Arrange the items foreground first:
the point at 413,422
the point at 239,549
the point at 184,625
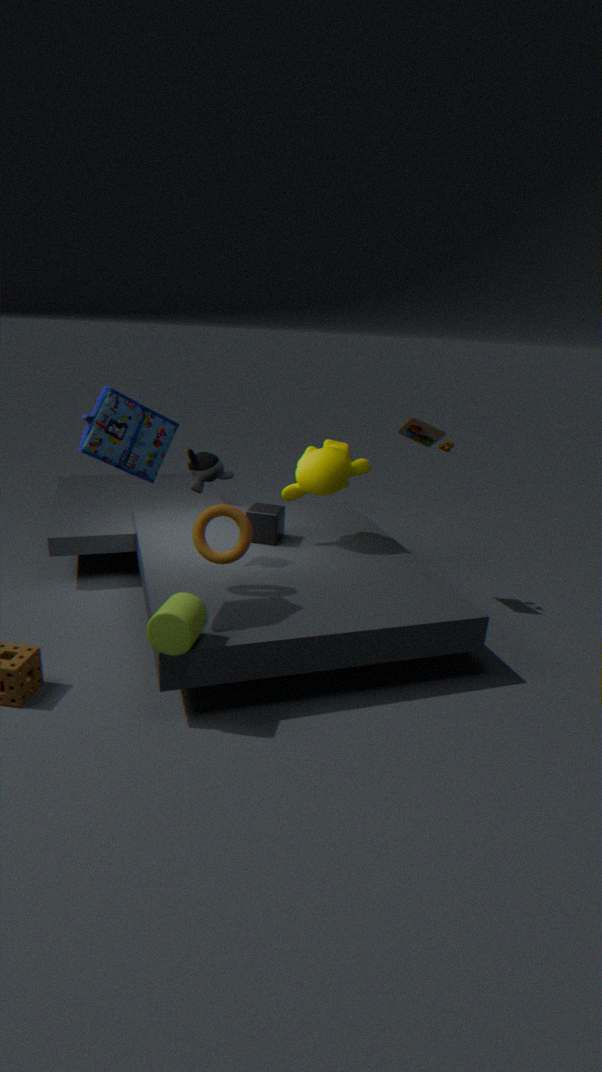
the point at 184,625, the point at 239,549, the point at 413,422
